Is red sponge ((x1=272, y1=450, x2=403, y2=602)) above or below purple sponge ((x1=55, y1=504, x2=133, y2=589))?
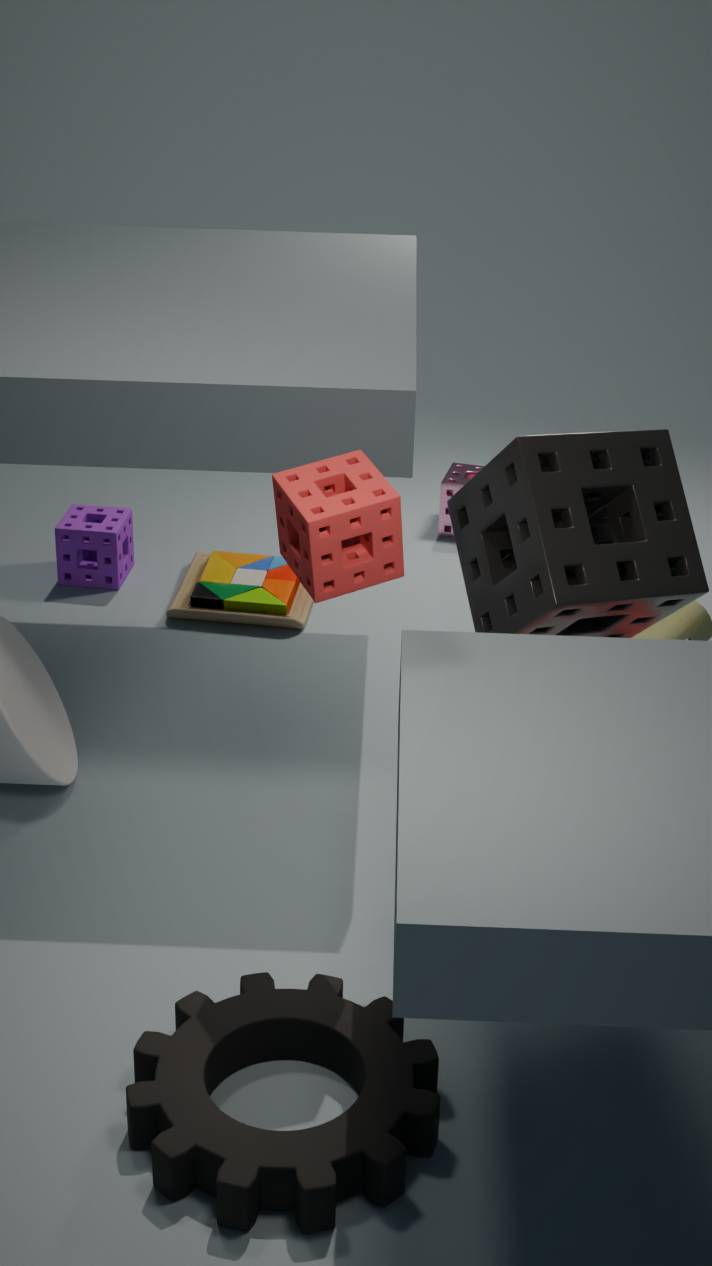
above
